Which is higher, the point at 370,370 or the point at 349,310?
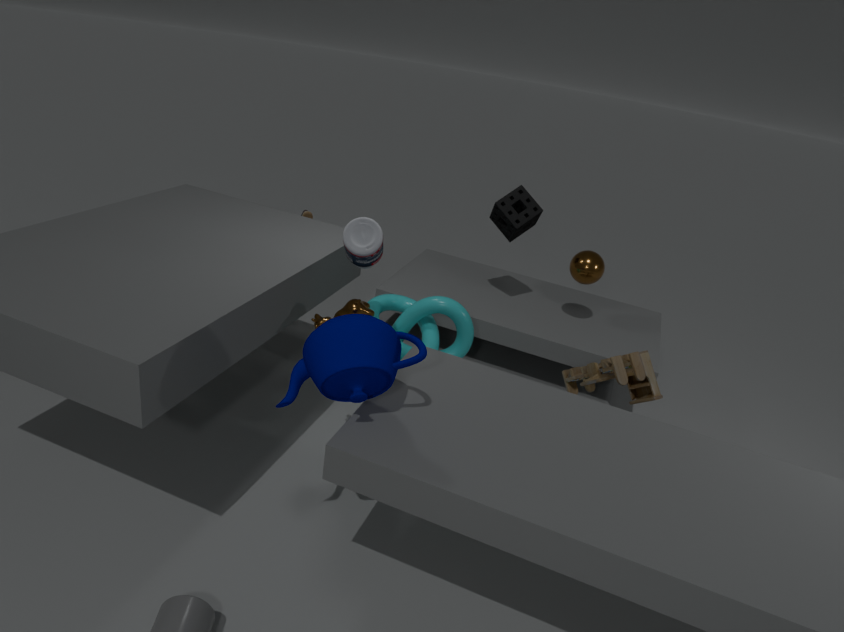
the point at 370,370
